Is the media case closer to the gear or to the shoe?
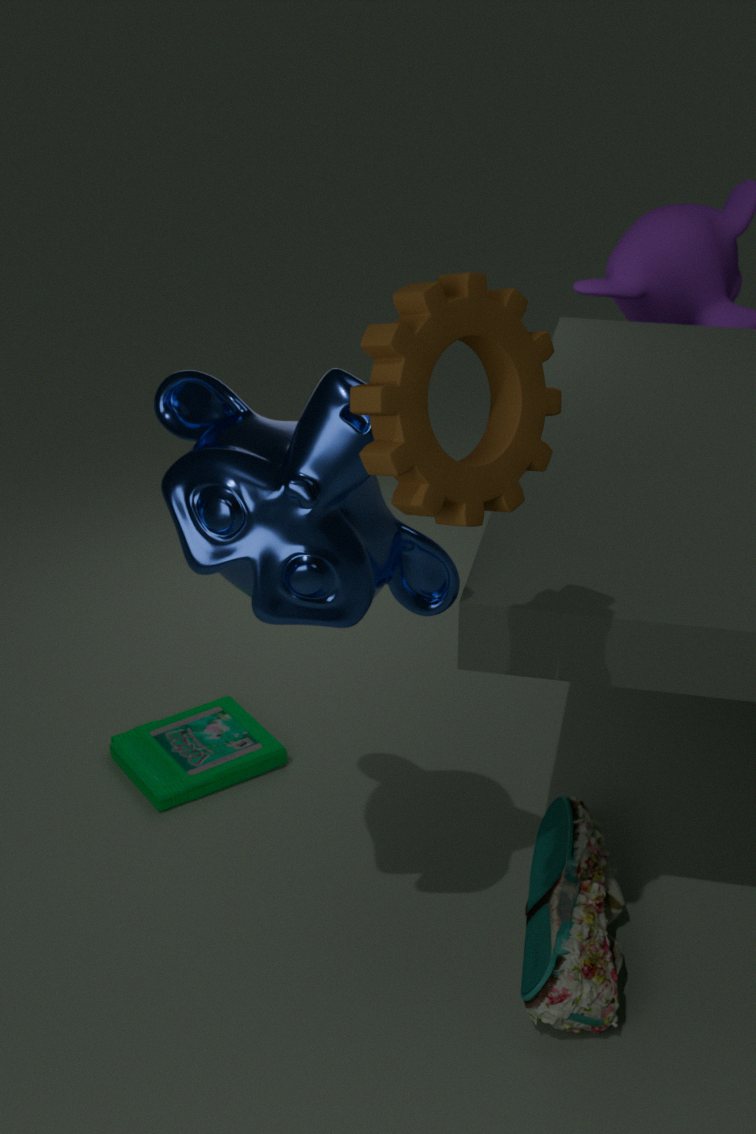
the shoe
